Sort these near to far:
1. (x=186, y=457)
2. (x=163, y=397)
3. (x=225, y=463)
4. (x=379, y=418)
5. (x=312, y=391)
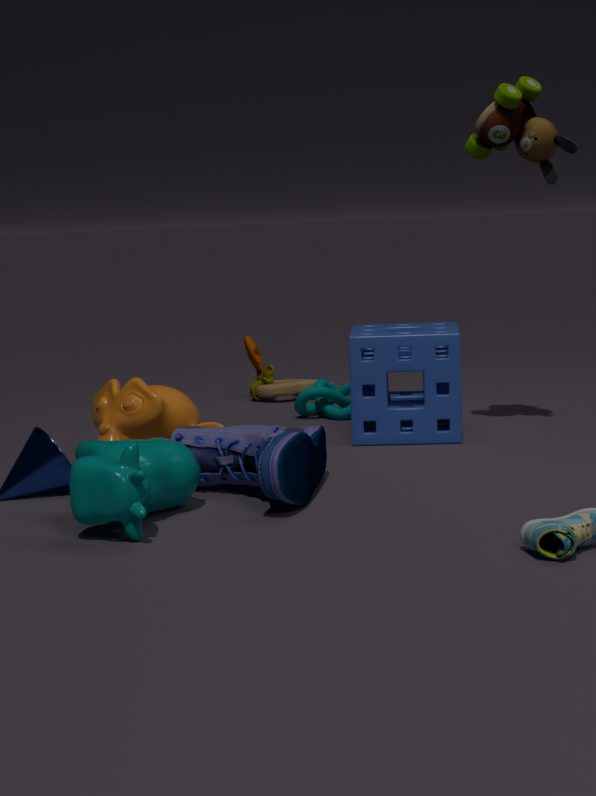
(x=186, y=457), (x=225, y=463), (x=163, y=397), (x=379, y=418), (x=312, y=391)
